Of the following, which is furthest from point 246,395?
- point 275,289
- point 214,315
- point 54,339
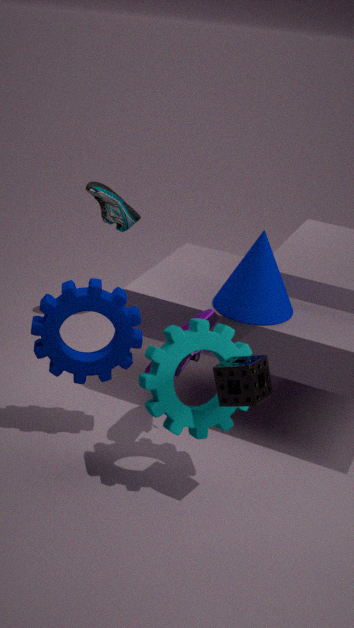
point 54,339
